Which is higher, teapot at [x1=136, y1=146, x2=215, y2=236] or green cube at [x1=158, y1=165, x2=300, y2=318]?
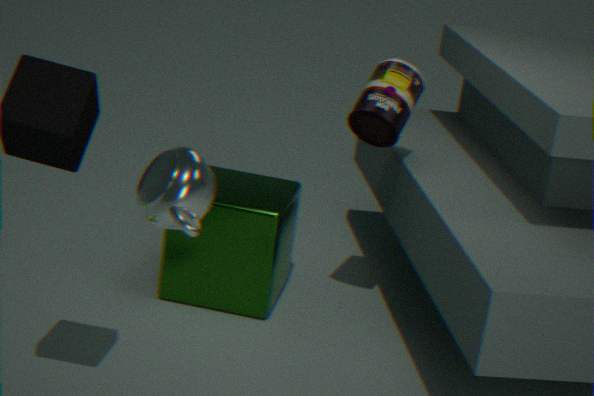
teapot at [x1=136, y1=146, x2=215, y2=236]
